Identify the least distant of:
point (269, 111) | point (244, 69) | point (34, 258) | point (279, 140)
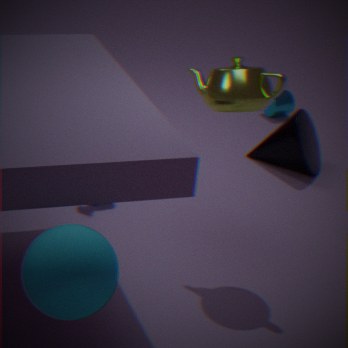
point (34, 258)
